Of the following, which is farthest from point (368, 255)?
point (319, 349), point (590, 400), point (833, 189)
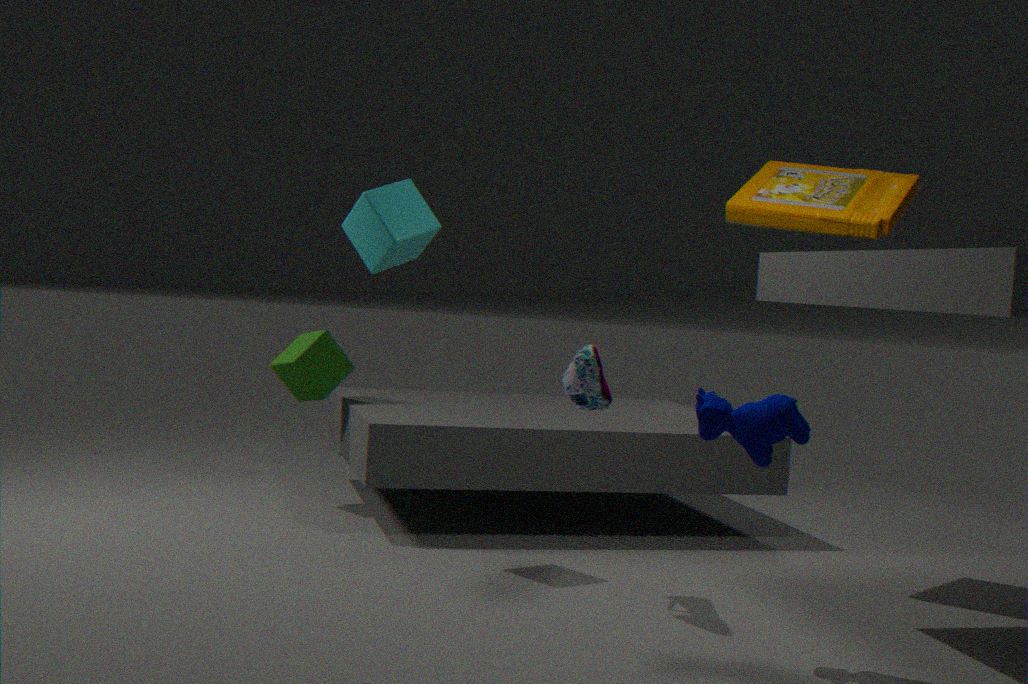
point (833, 189)
